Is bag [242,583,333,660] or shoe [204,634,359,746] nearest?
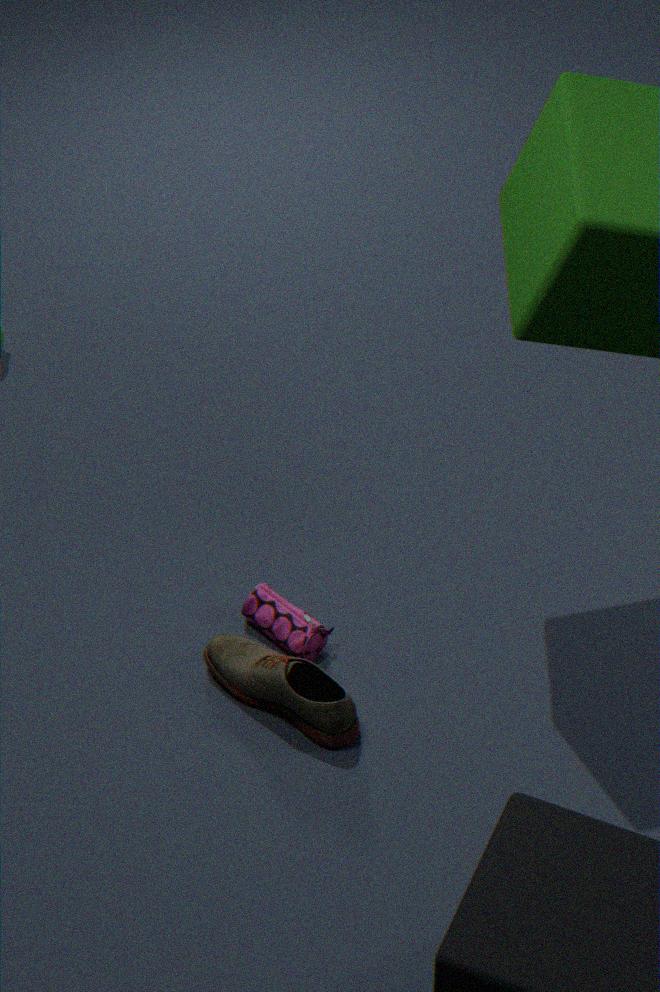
shoe [204,634,359,746]
